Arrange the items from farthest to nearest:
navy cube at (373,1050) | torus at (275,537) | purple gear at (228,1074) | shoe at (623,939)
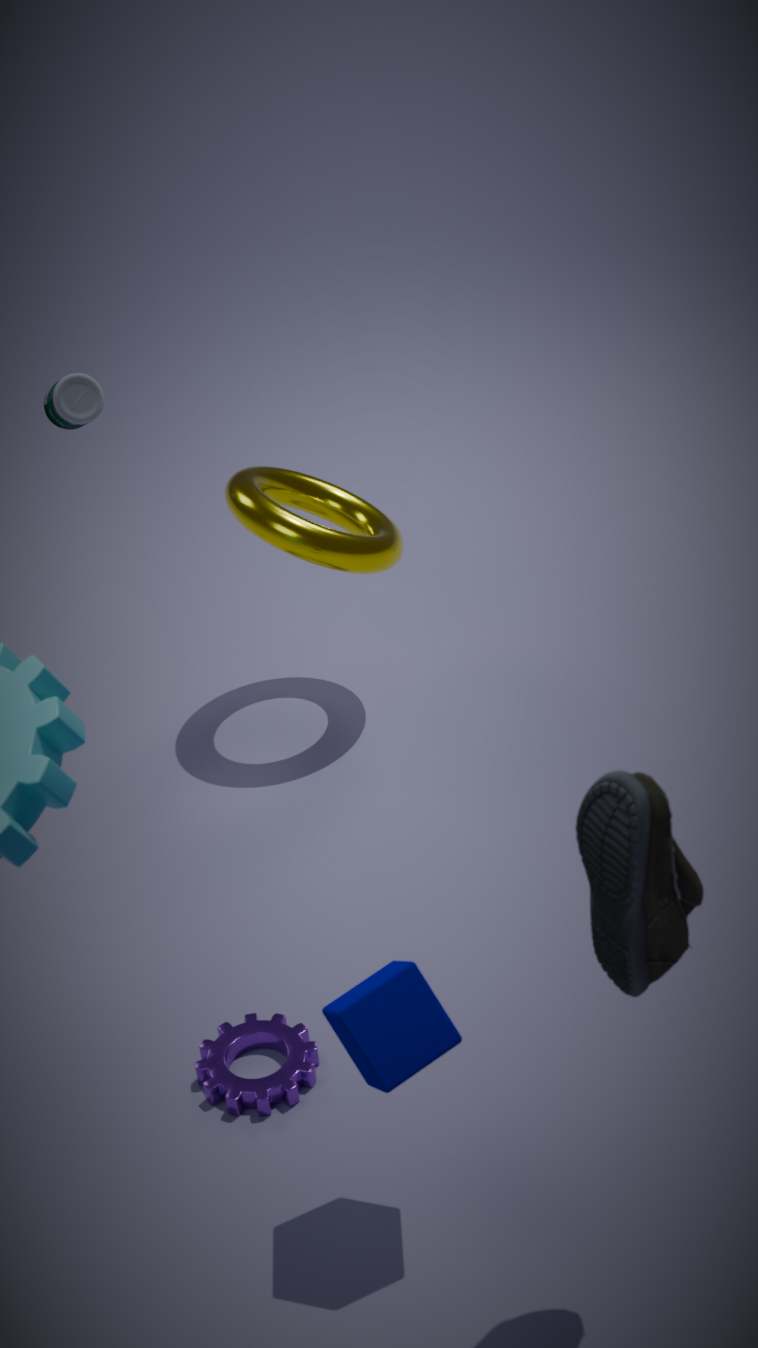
torus at (275,537) < purple gear at (228,1074) < navy cube at (373,1050) < shoe at (623,939)
